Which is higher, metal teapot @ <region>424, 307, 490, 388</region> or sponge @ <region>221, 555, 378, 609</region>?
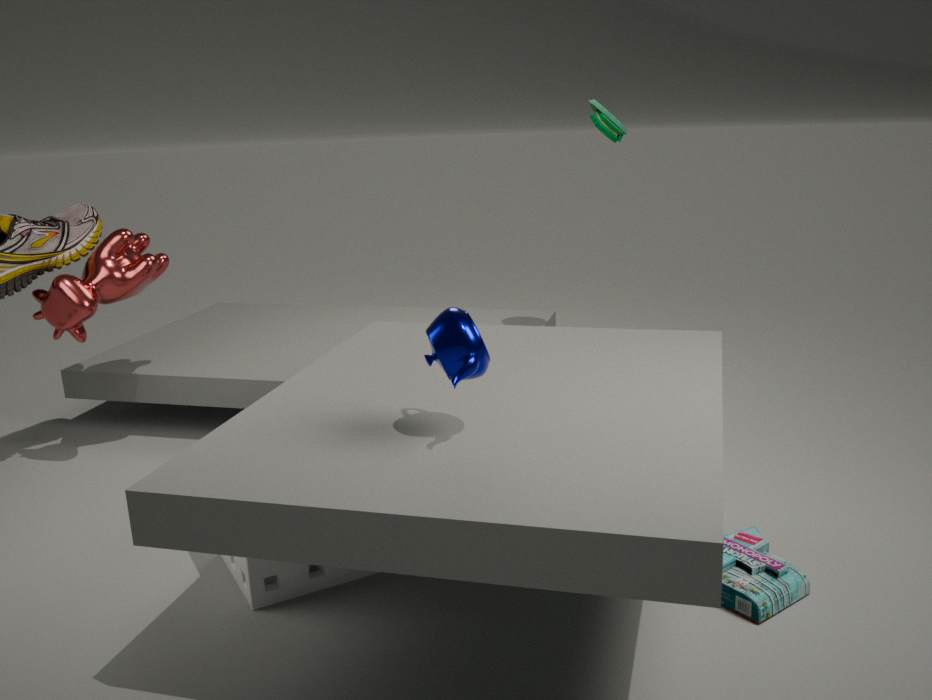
metal teapot @ <region>424, 307, 490, 388</region>
